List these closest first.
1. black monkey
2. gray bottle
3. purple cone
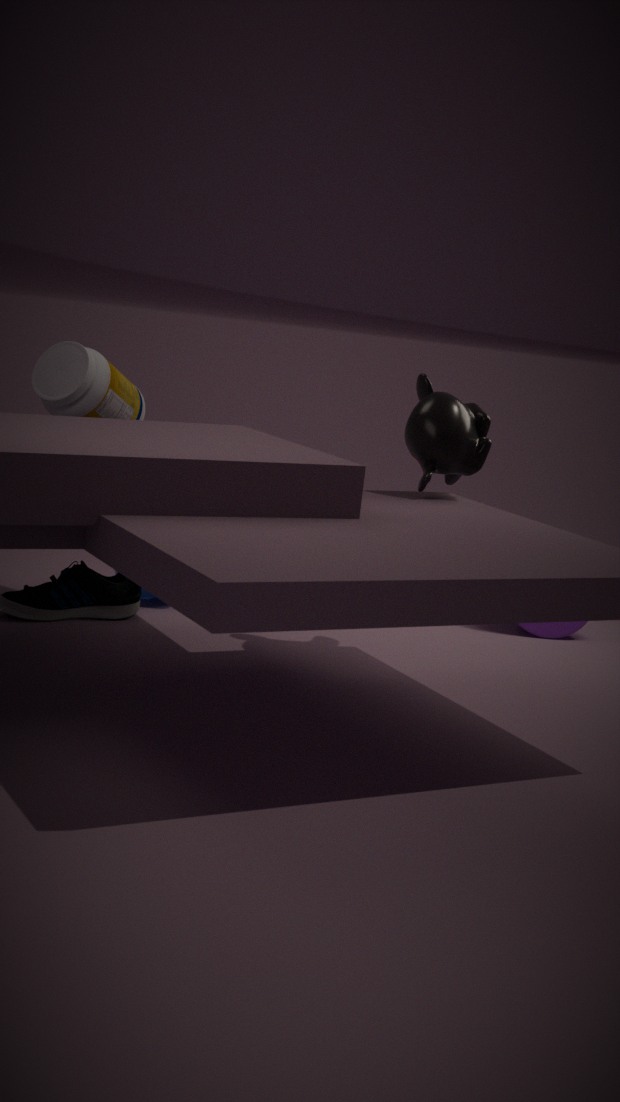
black monkey
gray bottle
purple cone
